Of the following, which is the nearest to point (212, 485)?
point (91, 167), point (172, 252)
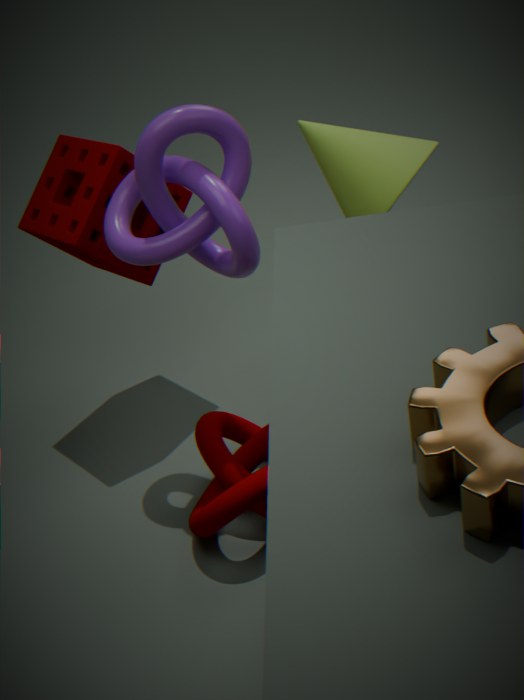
point (172, 252)
